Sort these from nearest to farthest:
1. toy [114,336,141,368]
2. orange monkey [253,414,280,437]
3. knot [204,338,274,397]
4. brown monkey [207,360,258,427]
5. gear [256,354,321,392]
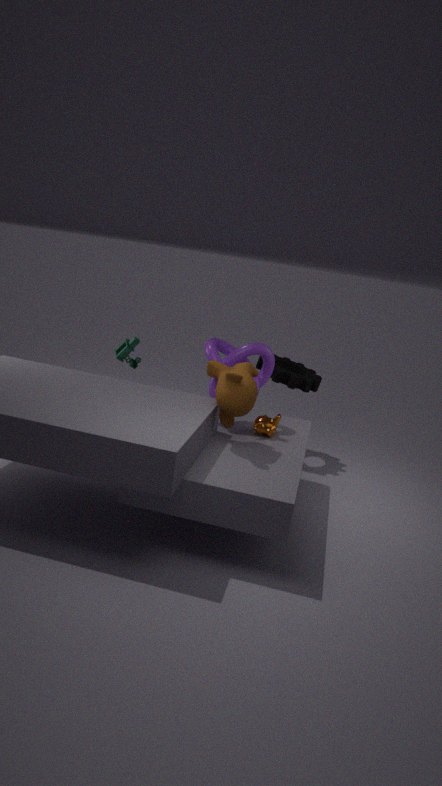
1. brown monkey [207,360,258,427]
2. orange monkey [253,414,280,437]
3. knot [204,338,274,397]
4. gear [256,354,321,392]
5. toy [114,336,141,368]
